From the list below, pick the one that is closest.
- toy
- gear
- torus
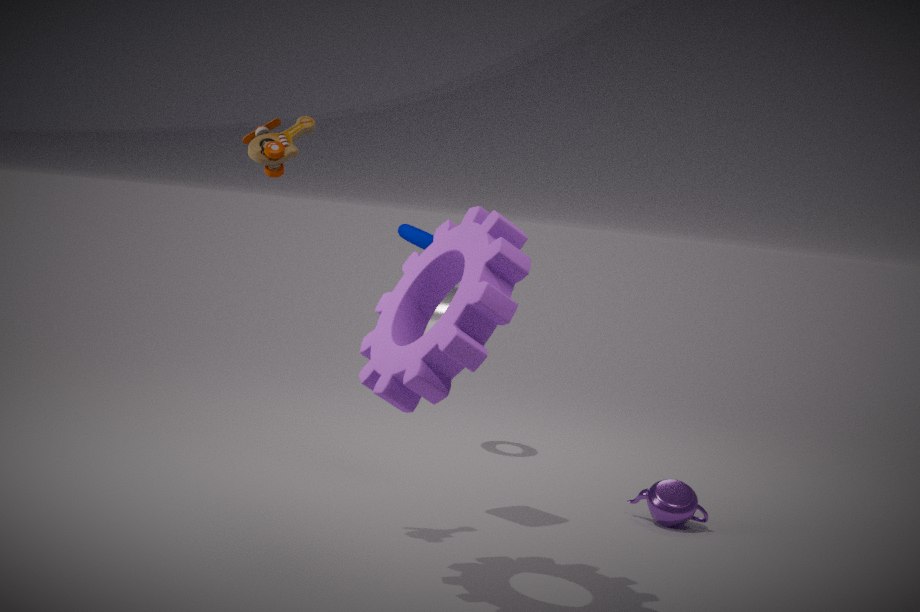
gear
